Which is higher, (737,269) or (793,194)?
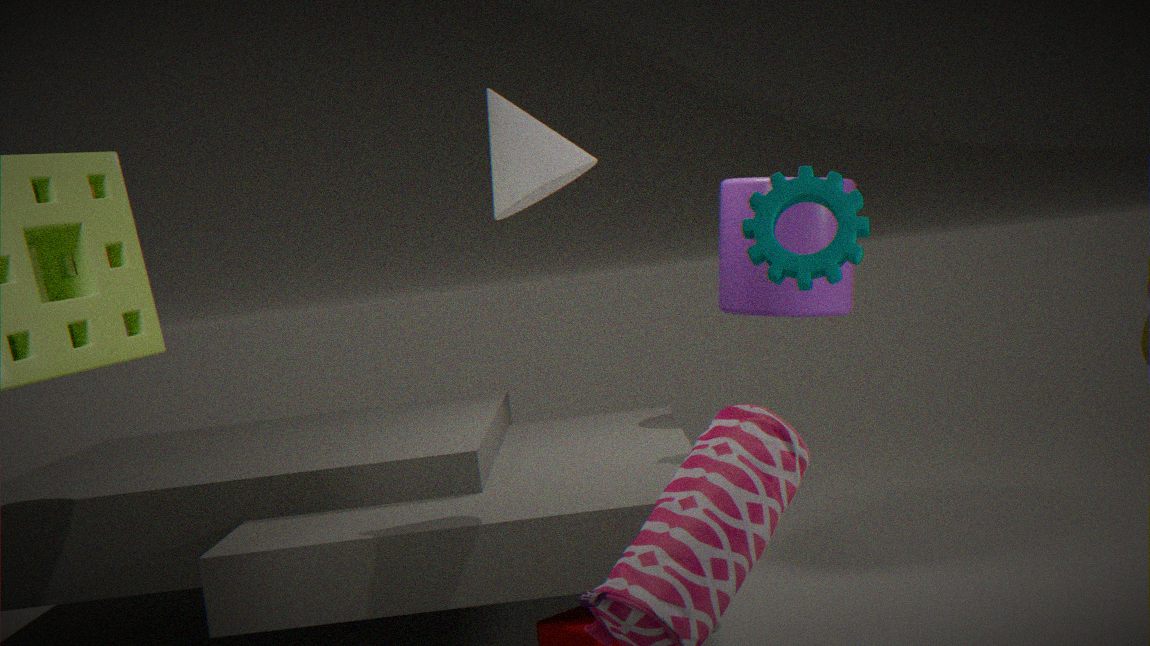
(793,194)
